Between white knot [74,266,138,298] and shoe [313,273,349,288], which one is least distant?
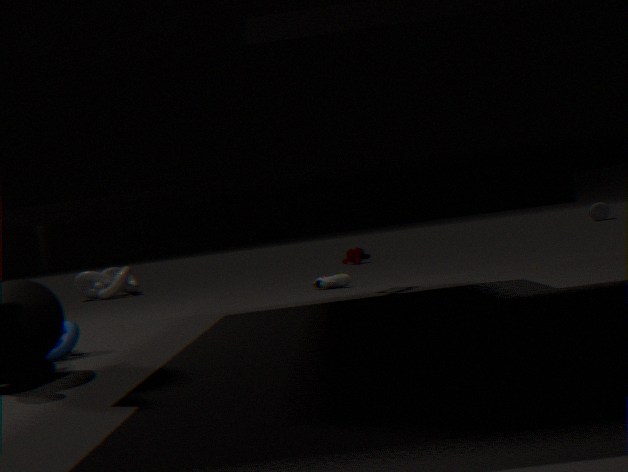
shoe [313,273,349,288]
